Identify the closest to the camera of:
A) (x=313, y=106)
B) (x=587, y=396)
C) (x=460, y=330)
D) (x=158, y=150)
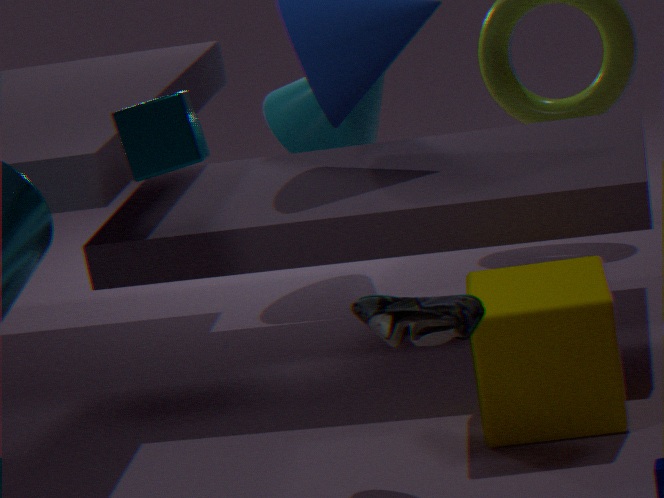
(x=460, y=330)
